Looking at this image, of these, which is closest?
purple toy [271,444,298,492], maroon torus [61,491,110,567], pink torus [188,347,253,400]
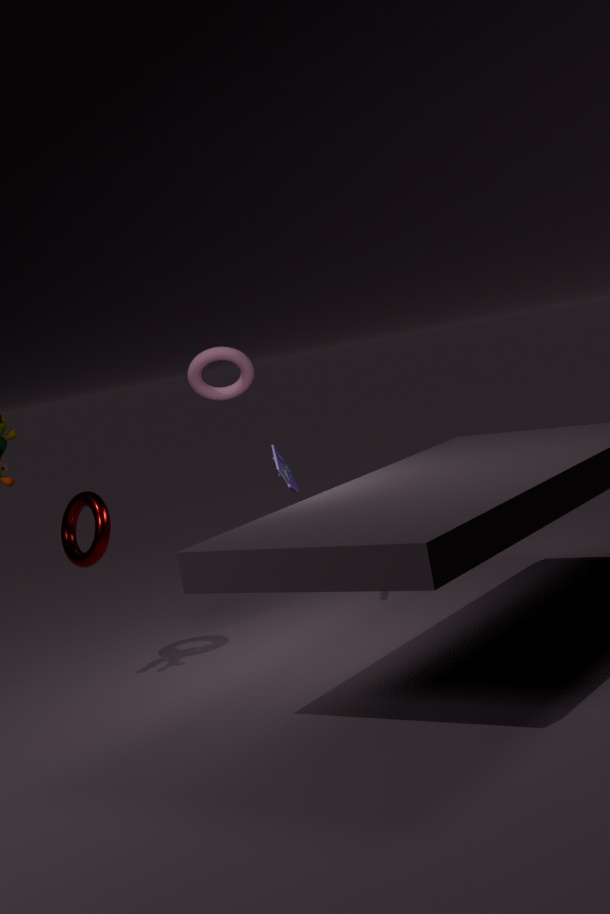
maroon torus [61,491,110,567]
